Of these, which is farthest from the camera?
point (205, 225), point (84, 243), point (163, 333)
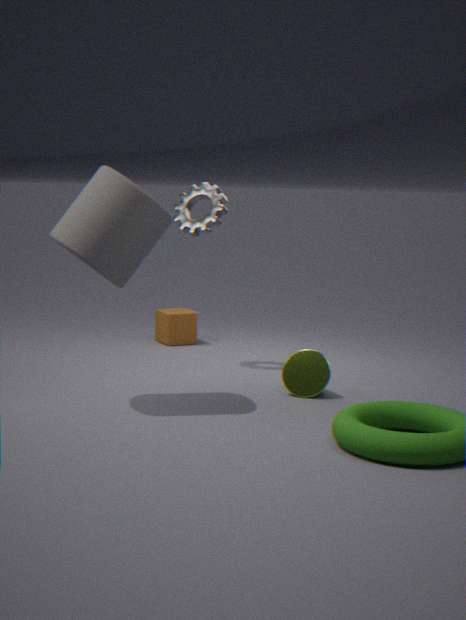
point (163, 333)
